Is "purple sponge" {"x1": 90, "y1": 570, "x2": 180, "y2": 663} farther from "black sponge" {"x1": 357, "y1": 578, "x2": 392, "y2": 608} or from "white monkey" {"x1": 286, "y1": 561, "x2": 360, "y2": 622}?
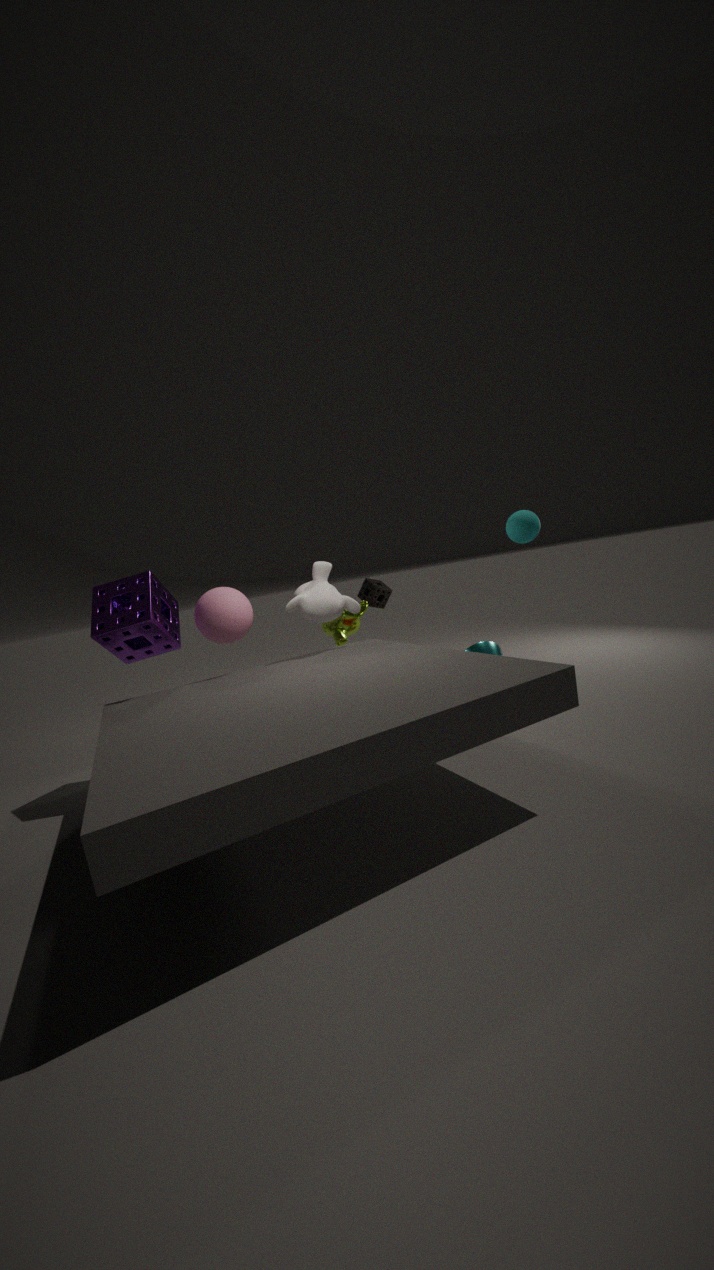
"black sponge" {"x1": 357, "y1": 578, "x2": 392, "y2": 608}
